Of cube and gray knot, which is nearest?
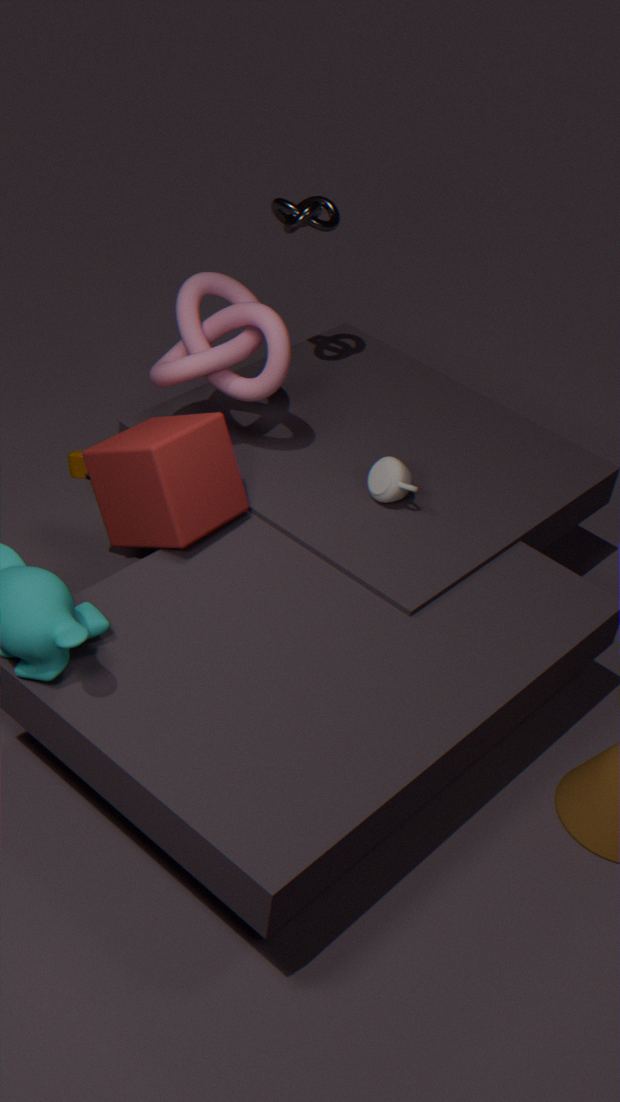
cube
